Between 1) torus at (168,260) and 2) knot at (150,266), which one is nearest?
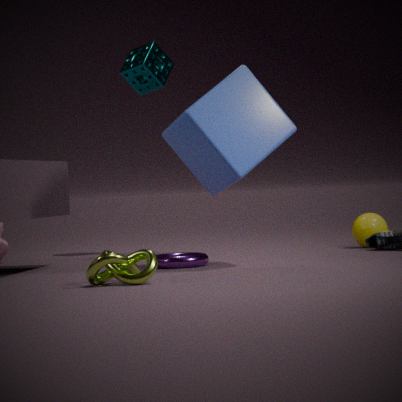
2. knot at (150,266)
